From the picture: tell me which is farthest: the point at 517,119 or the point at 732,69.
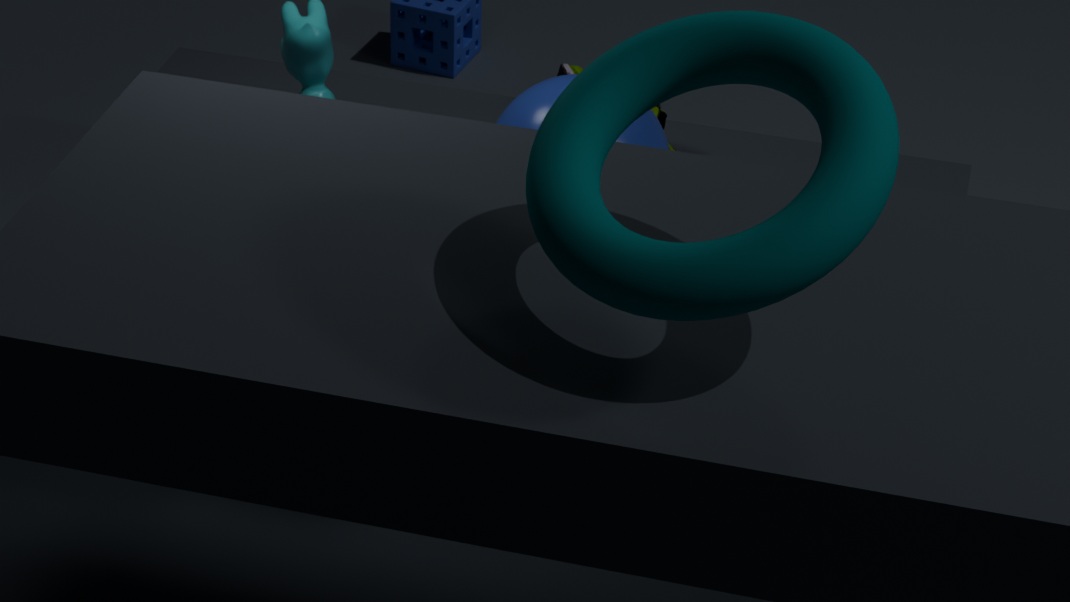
the point at 517,119
